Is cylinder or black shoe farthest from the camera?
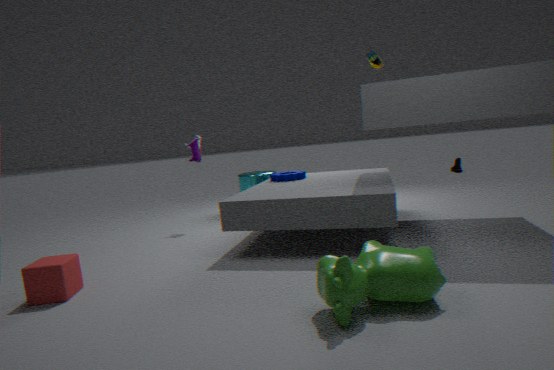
black shoe
